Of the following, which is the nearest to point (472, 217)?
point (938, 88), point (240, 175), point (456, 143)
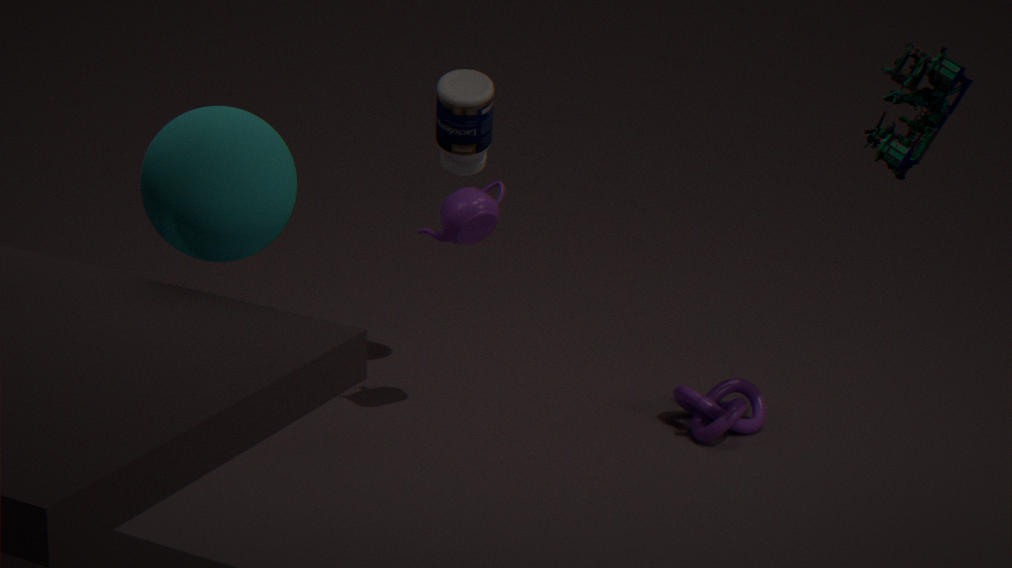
point (456, 143)
